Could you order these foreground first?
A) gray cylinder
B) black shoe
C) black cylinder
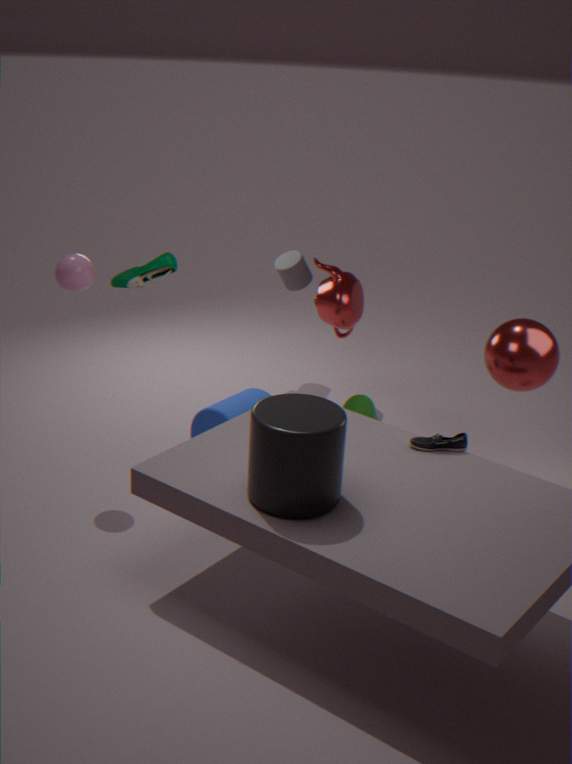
1. black cylinder
2. black shoe
3. gray cylinder
